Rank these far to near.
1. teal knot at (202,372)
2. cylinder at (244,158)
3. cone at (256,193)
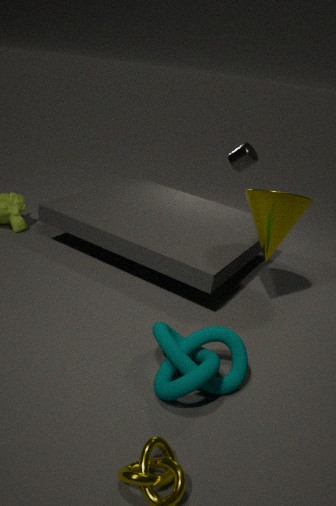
cylinder at (244,158), cone at (256,193), teal knot at (202,372)
